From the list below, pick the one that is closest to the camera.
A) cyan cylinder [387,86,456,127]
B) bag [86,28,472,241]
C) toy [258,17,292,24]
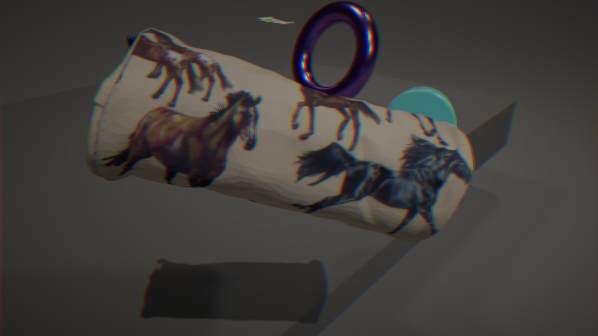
bag [86,28,472,241]
